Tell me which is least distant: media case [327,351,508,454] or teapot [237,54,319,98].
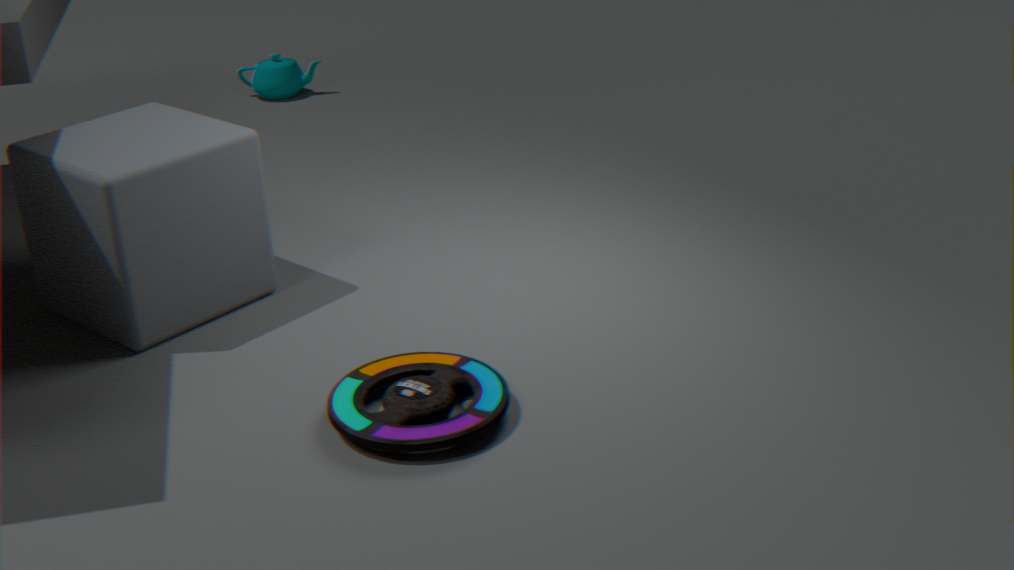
media case [327,351,508,454]
